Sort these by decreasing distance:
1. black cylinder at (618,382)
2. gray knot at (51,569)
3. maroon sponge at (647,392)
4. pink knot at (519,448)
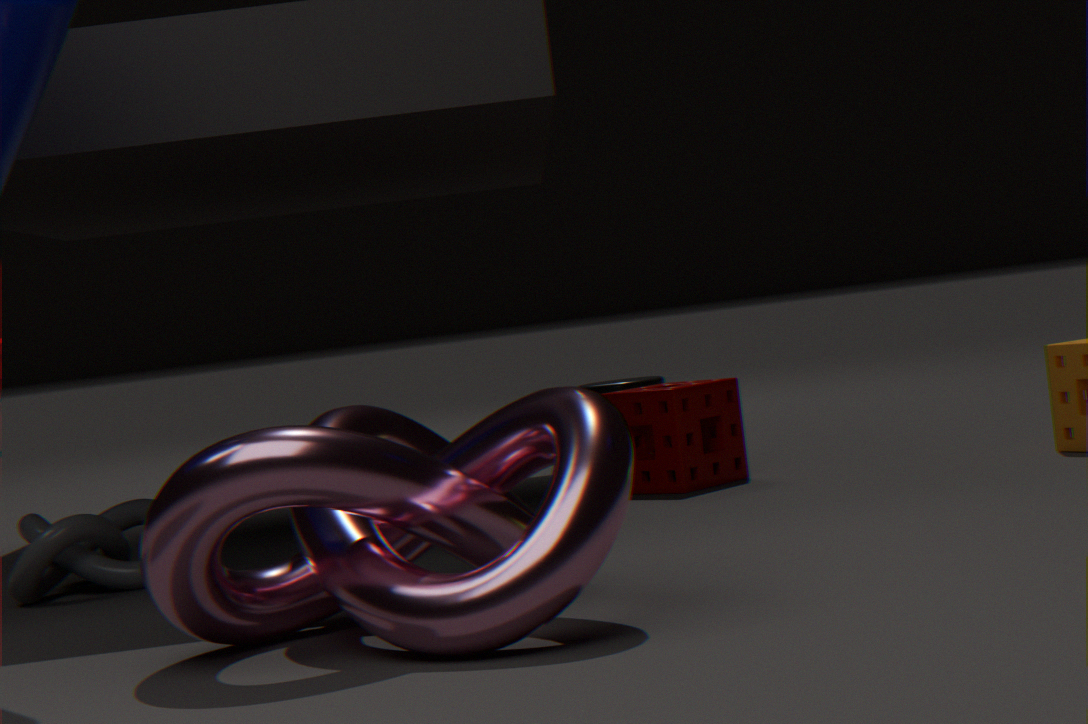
black cylinder at (618,382), maroon sponge at (647,392), gray knot at (51,569), pink knot at (519,448)
